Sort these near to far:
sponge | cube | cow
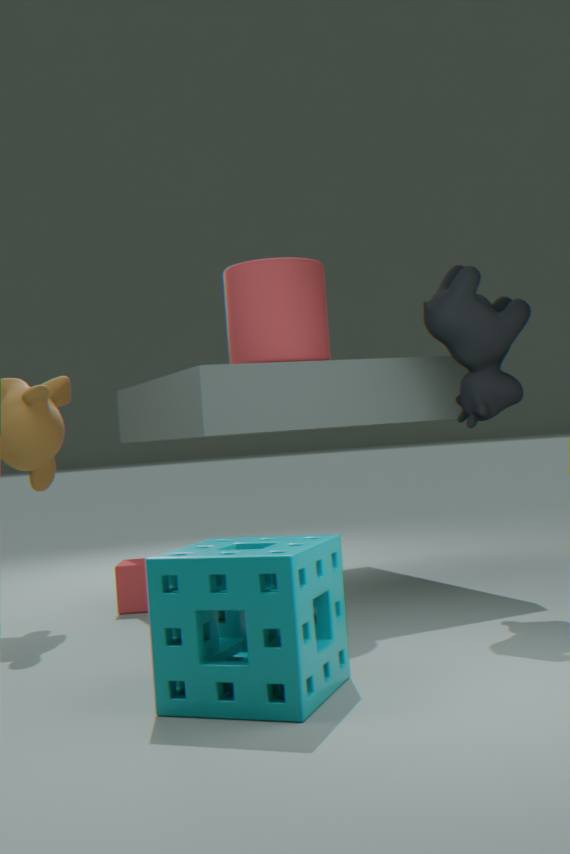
1. sponge
2. cow
3. cube
